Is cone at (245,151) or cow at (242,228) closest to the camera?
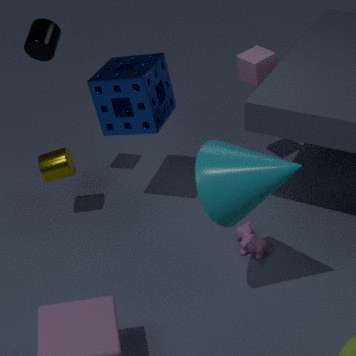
cone at (245,151)
